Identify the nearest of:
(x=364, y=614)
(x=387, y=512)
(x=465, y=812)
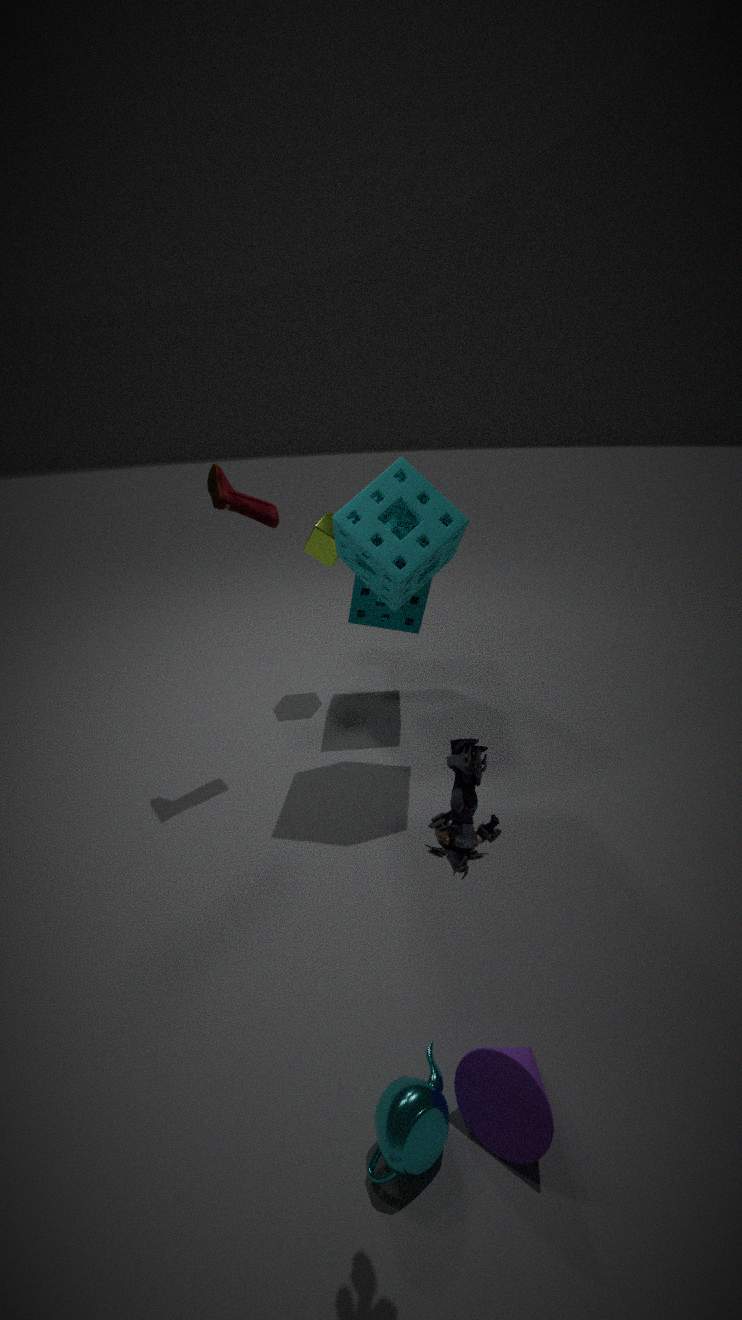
(x=465, y=812)
